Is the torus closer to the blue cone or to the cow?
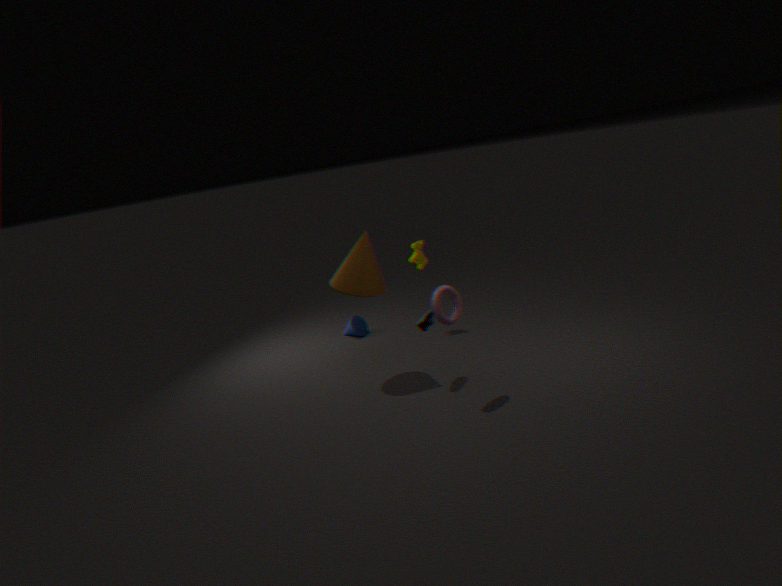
the cow
